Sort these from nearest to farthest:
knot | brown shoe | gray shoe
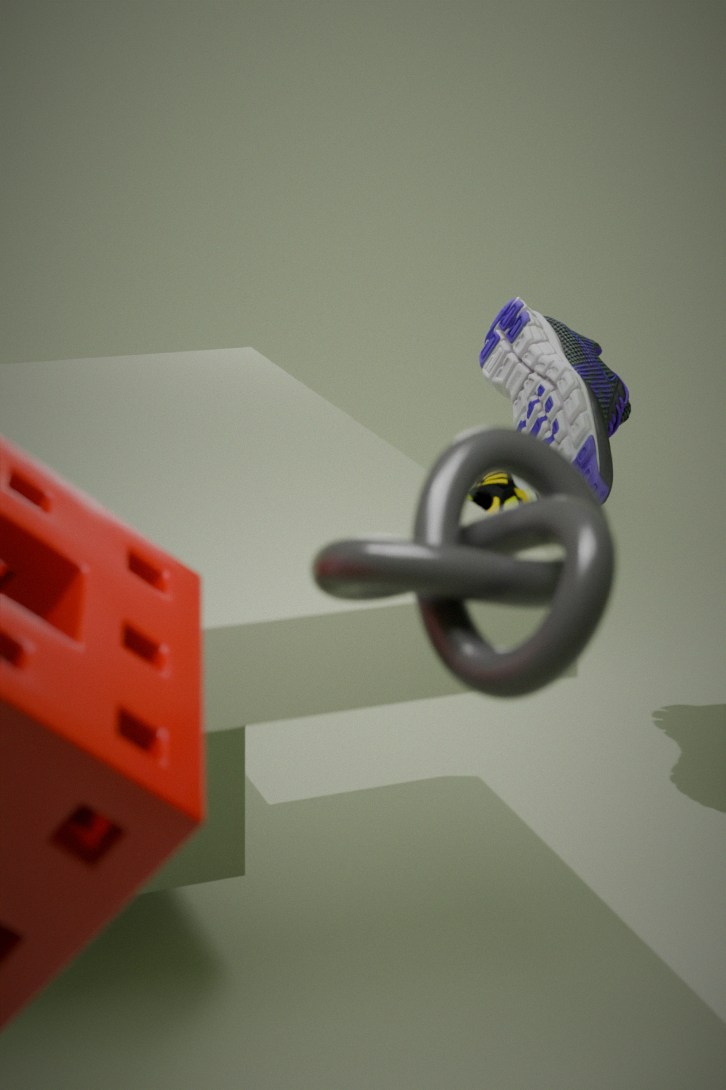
knot < brown shoe < gray shoe
